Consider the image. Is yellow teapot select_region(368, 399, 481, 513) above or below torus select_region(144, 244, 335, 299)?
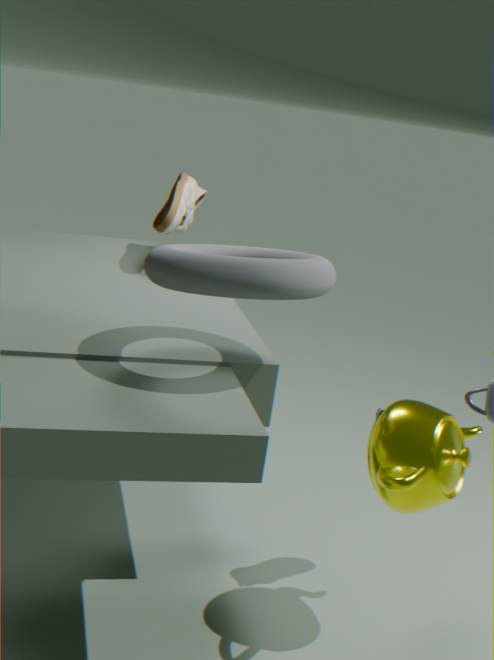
below
